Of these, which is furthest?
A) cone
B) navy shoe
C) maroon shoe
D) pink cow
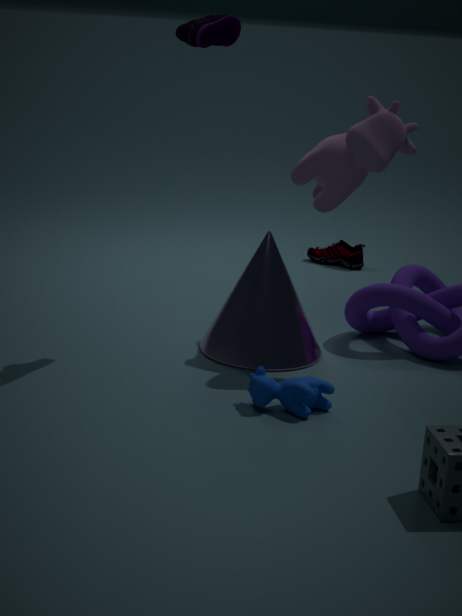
maroon shoe
